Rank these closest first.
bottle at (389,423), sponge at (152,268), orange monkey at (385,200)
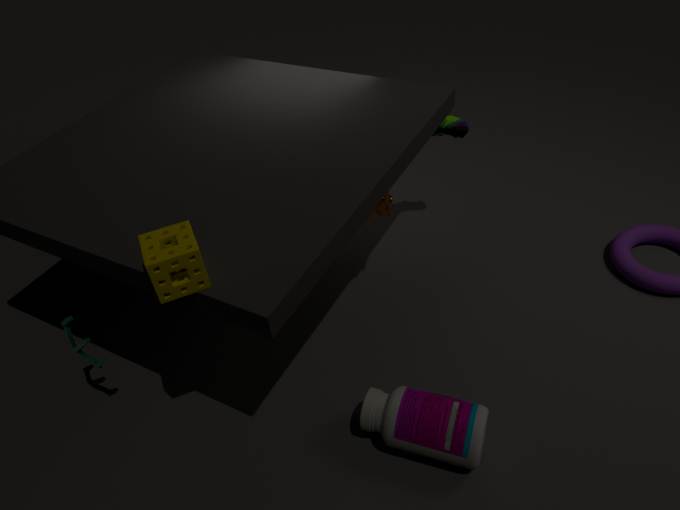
sponge at (152,268)
bottle at (389,423)
orange monkey at (385,200)
